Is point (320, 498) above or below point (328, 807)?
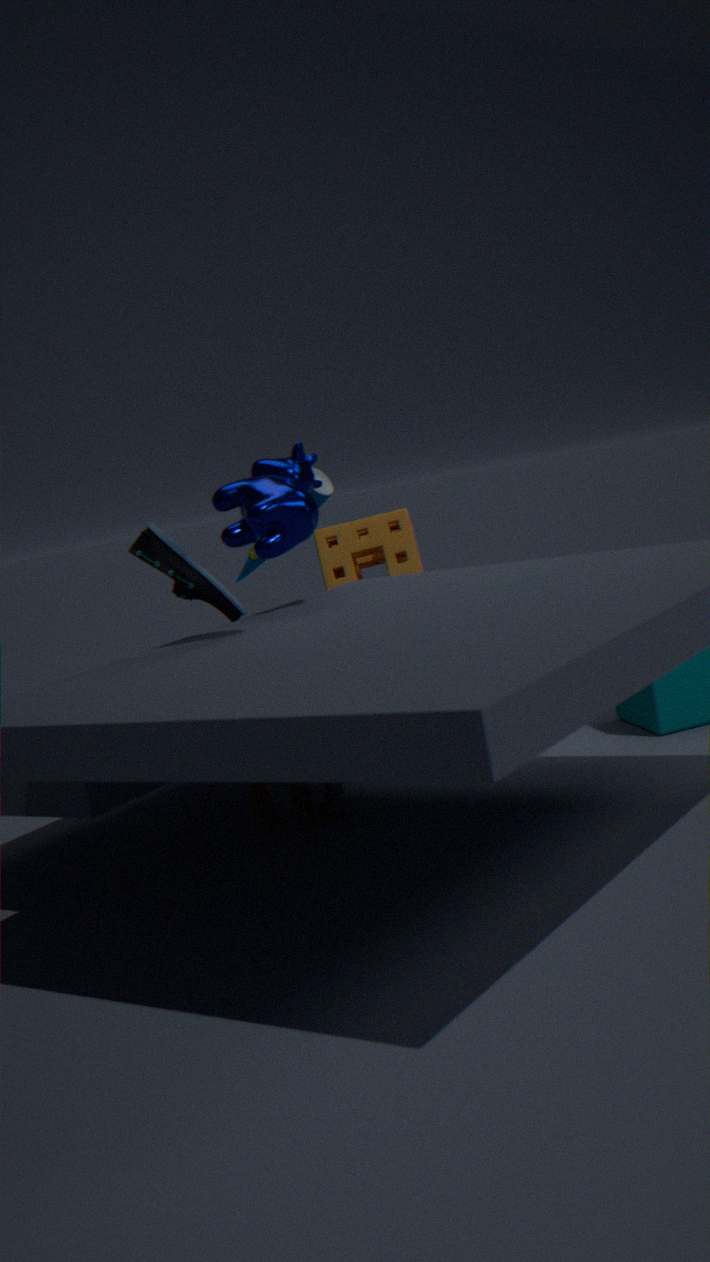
above
